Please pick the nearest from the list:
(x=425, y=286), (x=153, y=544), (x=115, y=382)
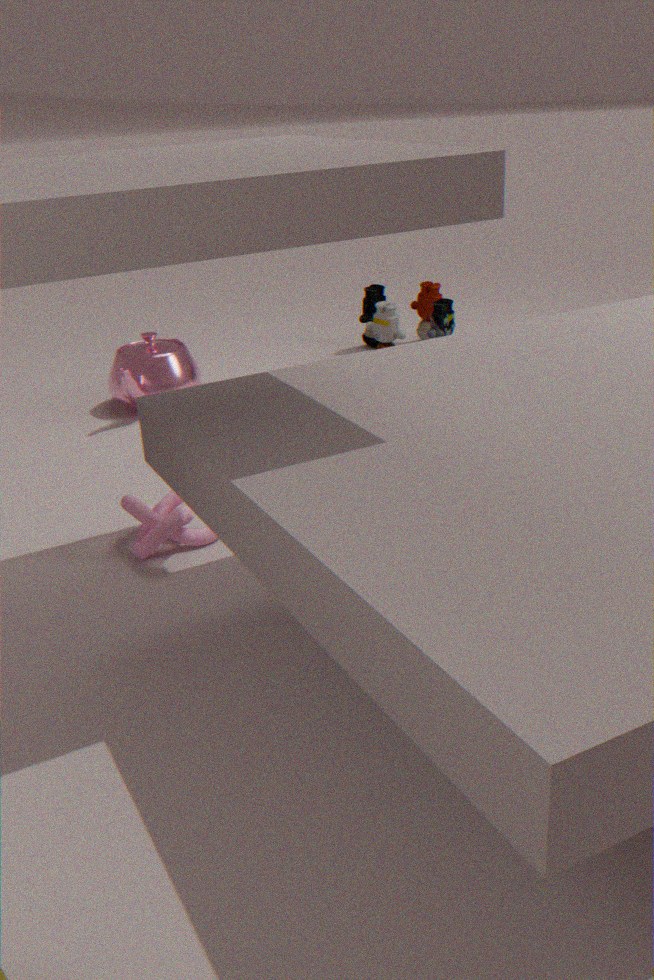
(x=153, y=544)
